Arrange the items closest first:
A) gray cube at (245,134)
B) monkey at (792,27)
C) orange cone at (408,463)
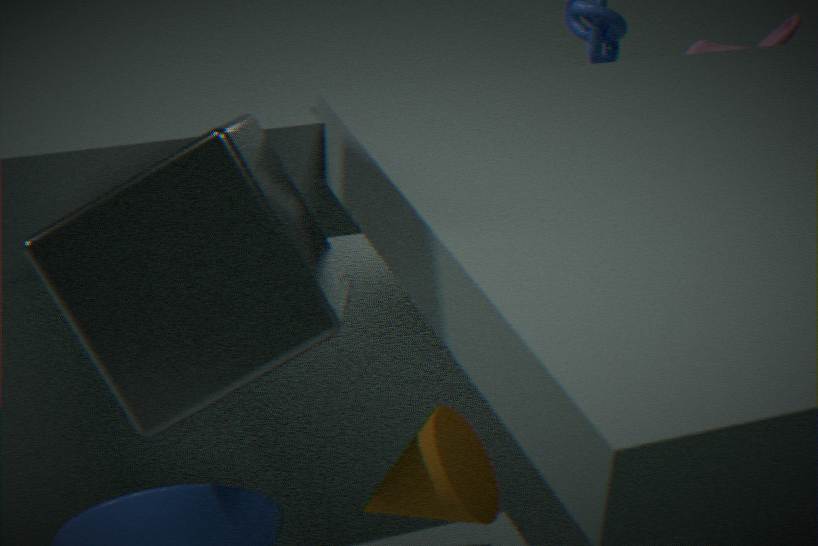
gray cube at (245,134), orange cone at (408,463), monkey at (792,27)
